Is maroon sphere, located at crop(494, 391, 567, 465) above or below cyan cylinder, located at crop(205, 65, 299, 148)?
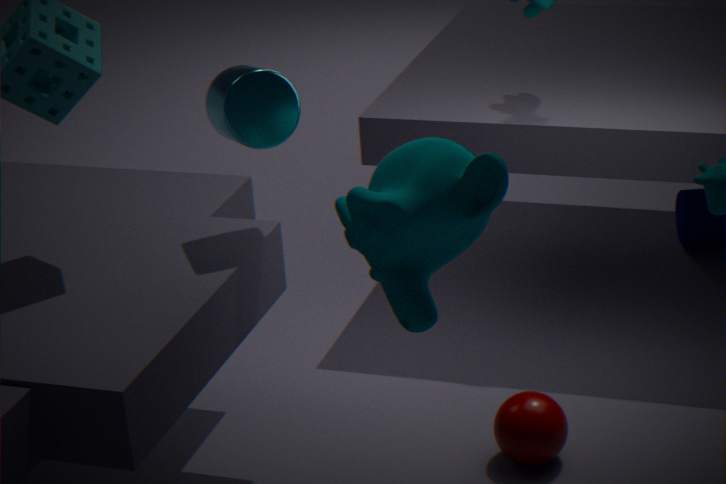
below
